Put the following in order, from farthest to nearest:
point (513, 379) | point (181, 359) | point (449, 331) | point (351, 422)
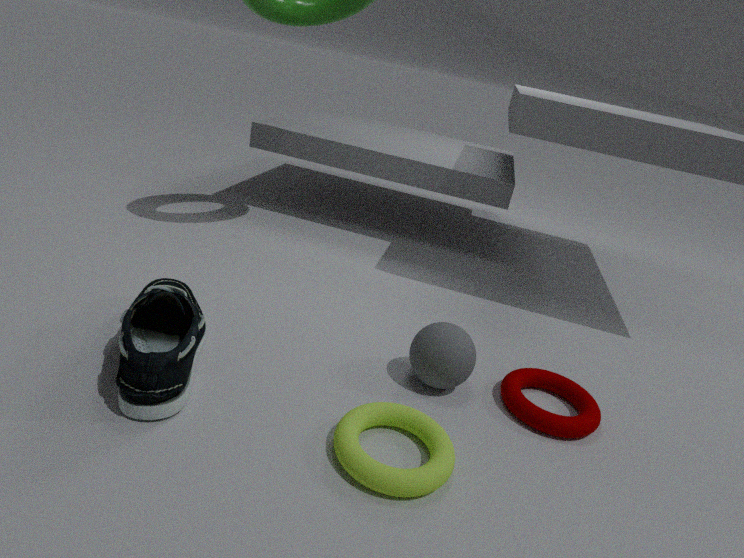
point (513, 379) < point (449, 331) < point (351, 422) < point (181, 359)
